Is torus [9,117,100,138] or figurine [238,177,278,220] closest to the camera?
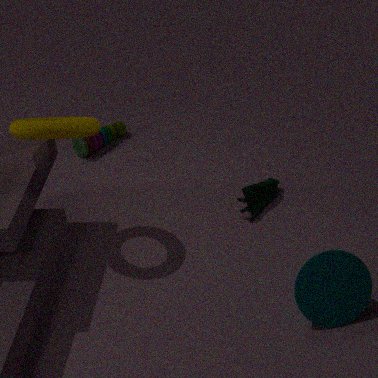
torus [9,117,100,138]
